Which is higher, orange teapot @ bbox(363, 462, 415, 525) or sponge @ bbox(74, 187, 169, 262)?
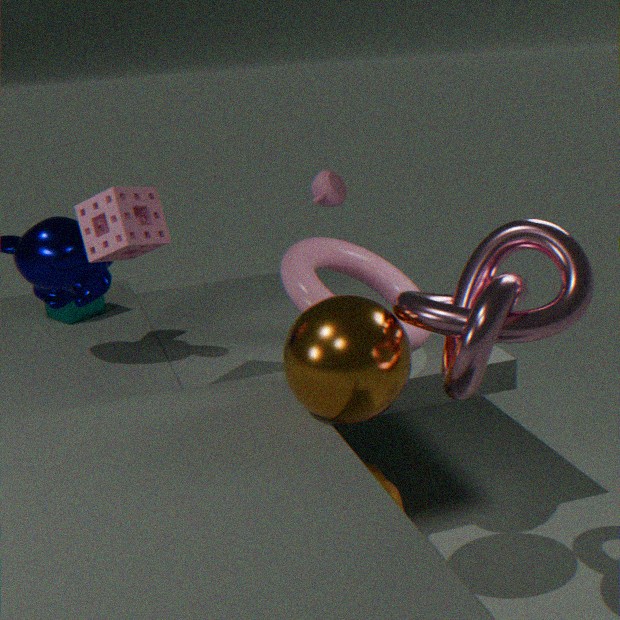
sponge @ bbox(74, 187, 169, 262)
